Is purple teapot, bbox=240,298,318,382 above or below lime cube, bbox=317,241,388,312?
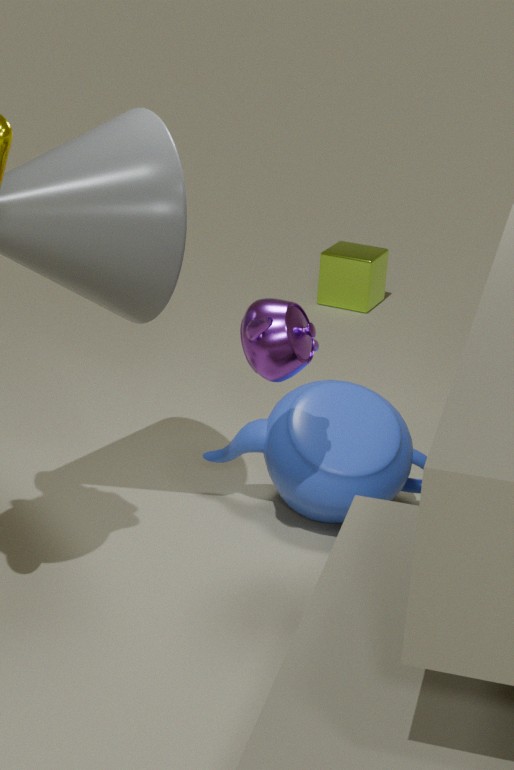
above
